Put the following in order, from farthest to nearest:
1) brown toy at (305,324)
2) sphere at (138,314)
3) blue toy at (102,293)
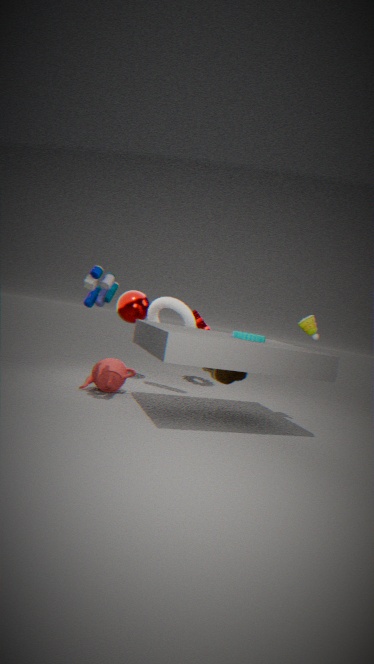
1. 2. sphere at (138,314)
2. 1. brown toy at (305,324)
3. 3. blue toy at (102,293)
